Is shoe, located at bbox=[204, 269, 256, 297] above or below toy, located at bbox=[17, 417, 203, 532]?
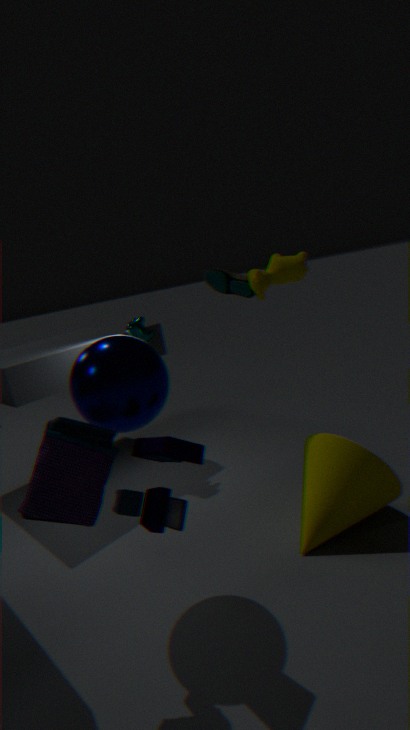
above
